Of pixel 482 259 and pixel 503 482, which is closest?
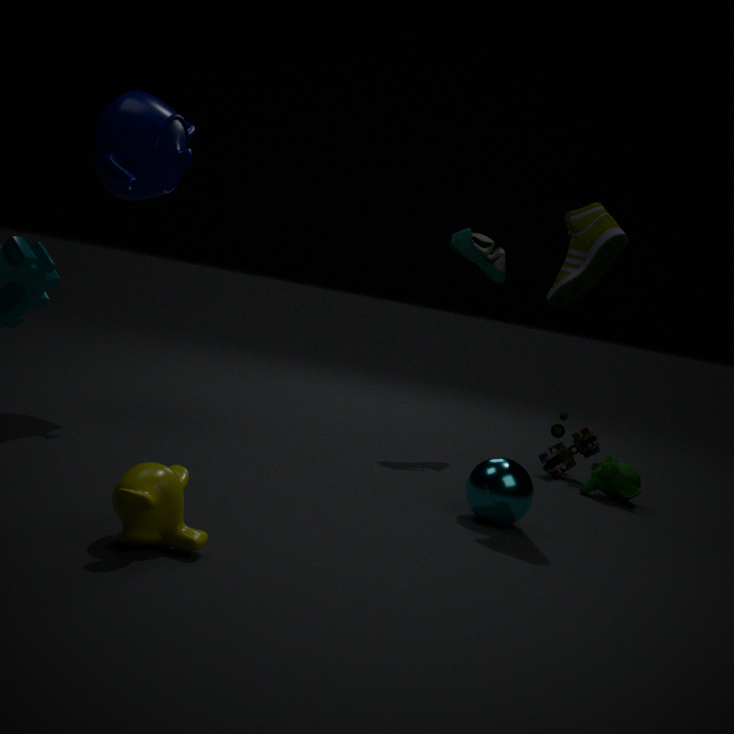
pixel 503 482
